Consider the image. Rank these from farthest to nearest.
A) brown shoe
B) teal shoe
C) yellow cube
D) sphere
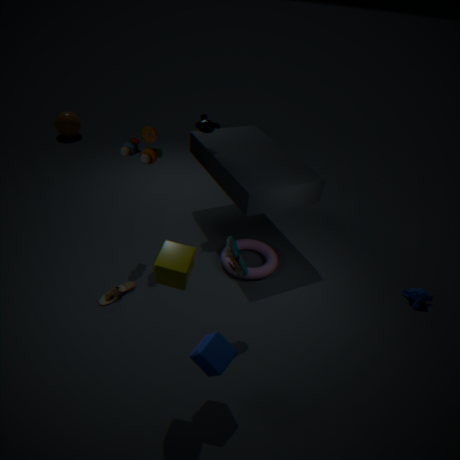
sphere, brown shoe, teal shoe, yellow cube
